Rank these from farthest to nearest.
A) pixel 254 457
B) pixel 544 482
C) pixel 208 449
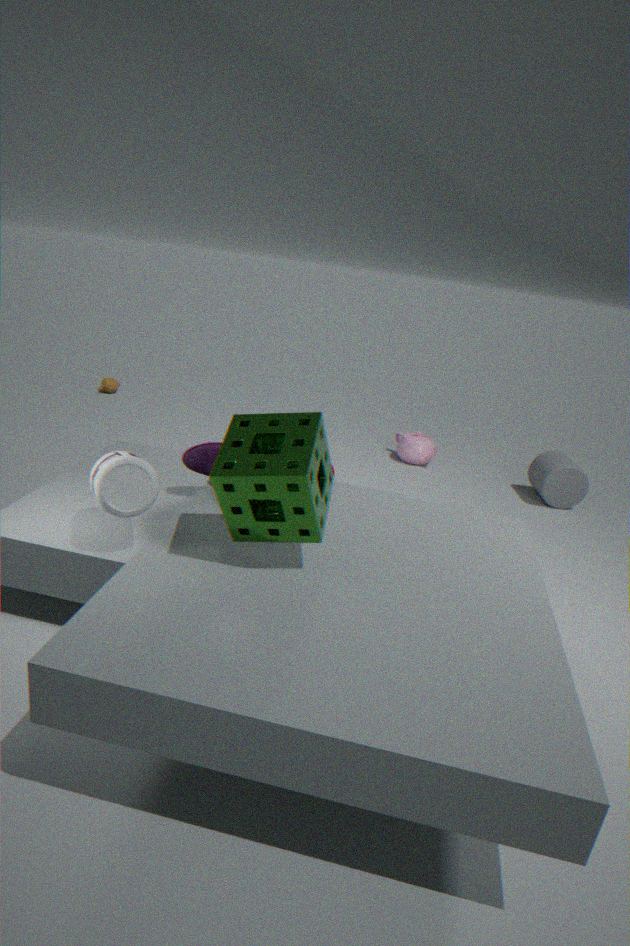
pixel 544 482, pixel 208 449, pixel 254 457
